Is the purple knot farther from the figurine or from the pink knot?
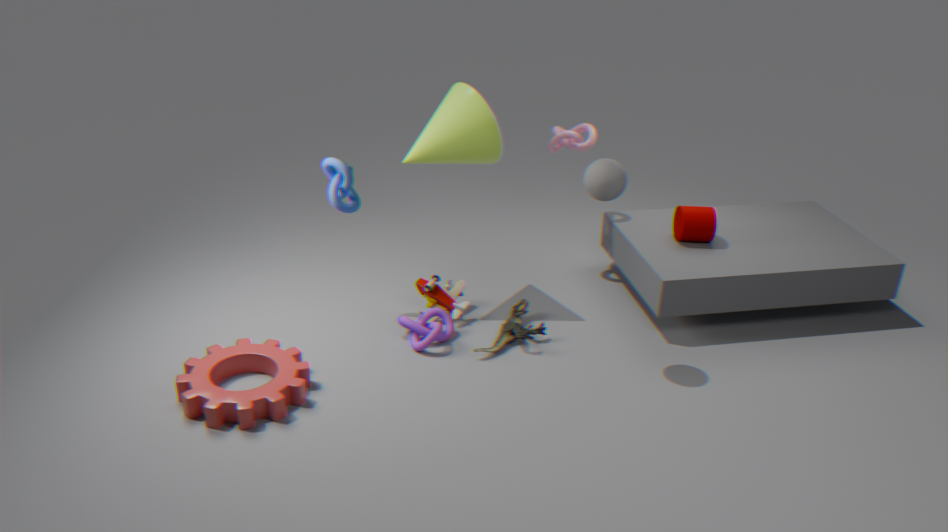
the pink knot
